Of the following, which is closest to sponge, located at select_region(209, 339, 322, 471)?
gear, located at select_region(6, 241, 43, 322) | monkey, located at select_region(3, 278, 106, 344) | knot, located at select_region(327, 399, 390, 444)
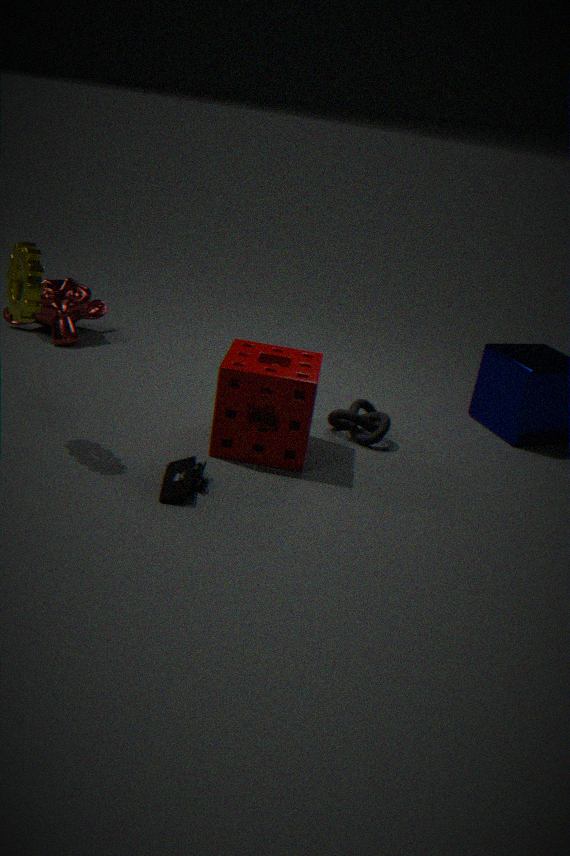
knot, located at select_region(327, 399, 390, 444)
